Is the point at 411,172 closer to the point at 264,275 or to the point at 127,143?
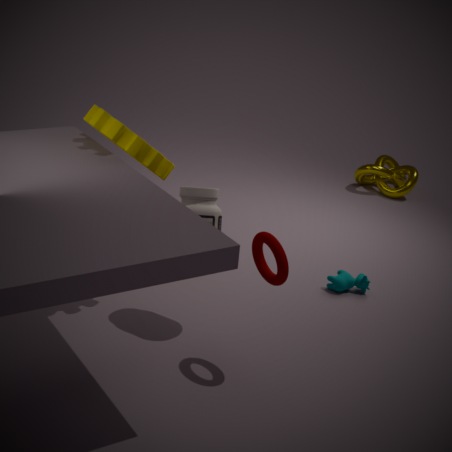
the point at 127,143
